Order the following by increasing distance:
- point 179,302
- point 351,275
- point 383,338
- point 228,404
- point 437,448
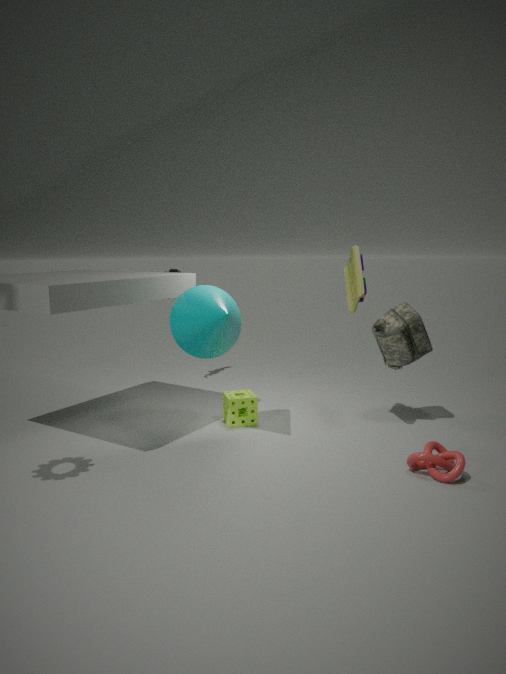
point 437,448
point 179,302
point 351,275
point 383,338
point 228,404
